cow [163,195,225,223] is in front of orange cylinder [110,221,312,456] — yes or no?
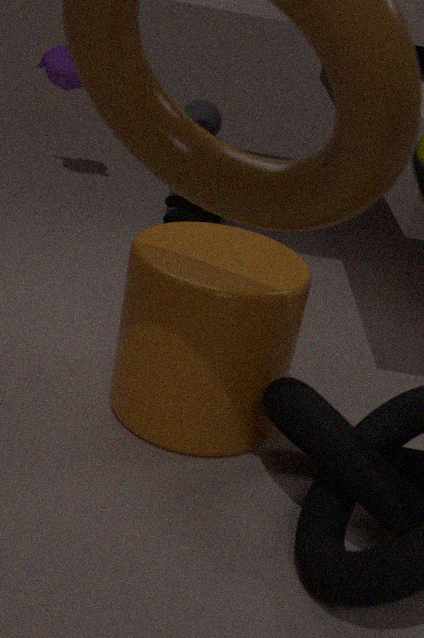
No
